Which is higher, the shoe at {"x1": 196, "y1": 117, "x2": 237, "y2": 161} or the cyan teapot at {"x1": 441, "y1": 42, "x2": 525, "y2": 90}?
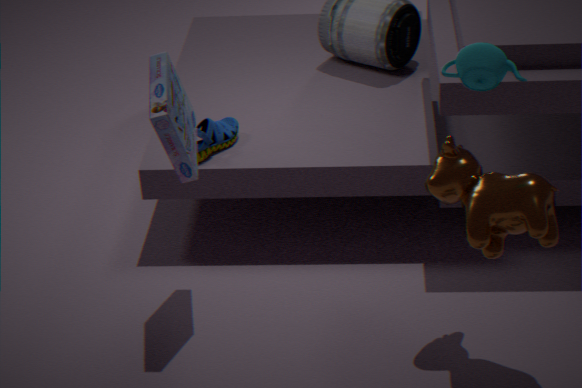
the cyan teapot at {"x1": 441, "y1": 42, "x2": 525, "y2": 90}
